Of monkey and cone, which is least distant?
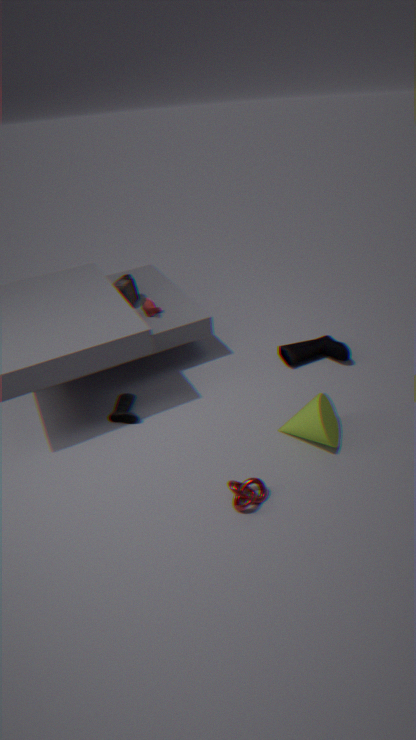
cone
